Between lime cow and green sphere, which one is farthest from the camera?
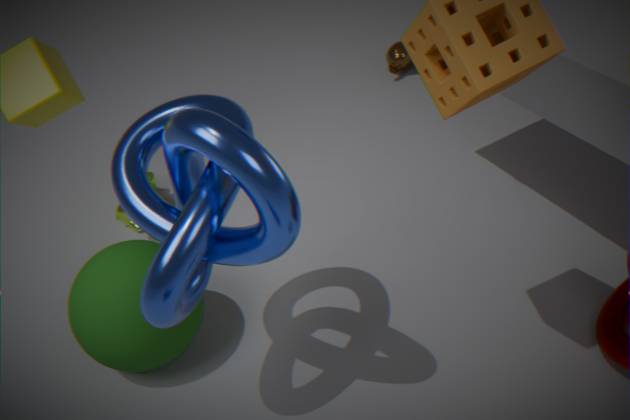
lime cow
